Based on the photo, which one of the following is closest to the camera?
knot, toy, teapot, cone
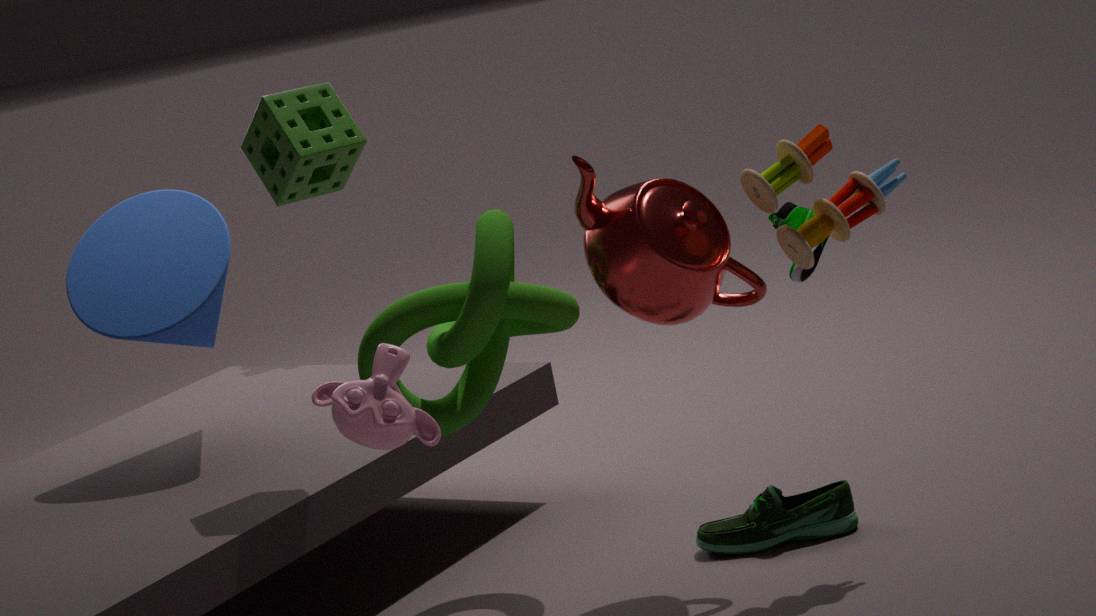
knot
